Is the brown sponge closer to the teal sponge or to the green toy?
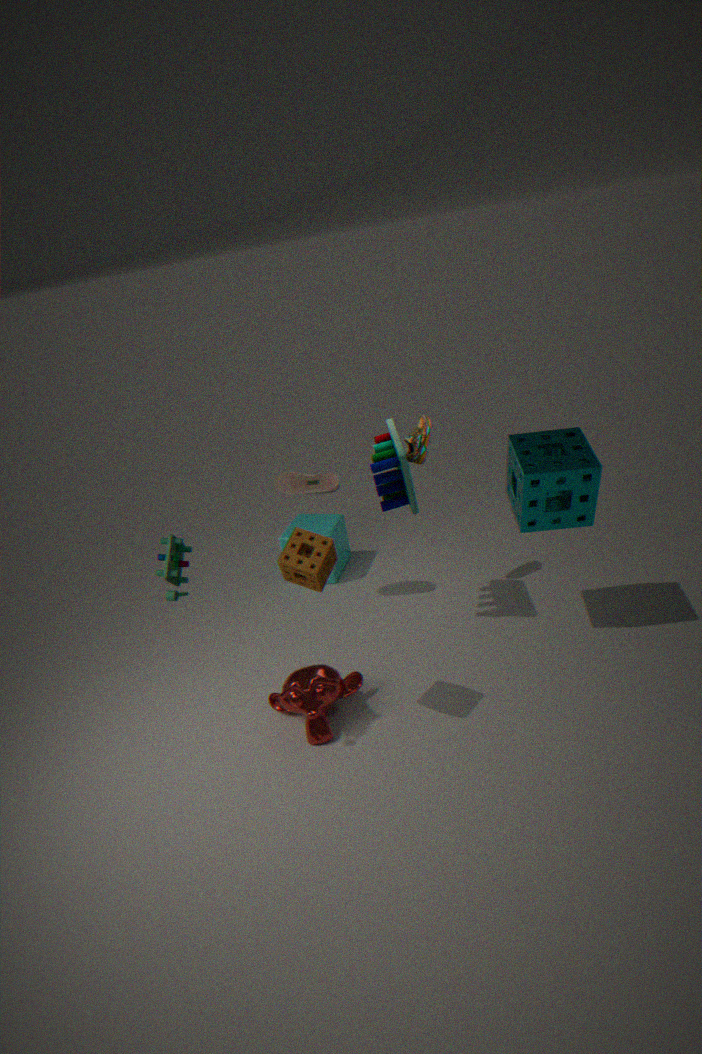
the green toy
